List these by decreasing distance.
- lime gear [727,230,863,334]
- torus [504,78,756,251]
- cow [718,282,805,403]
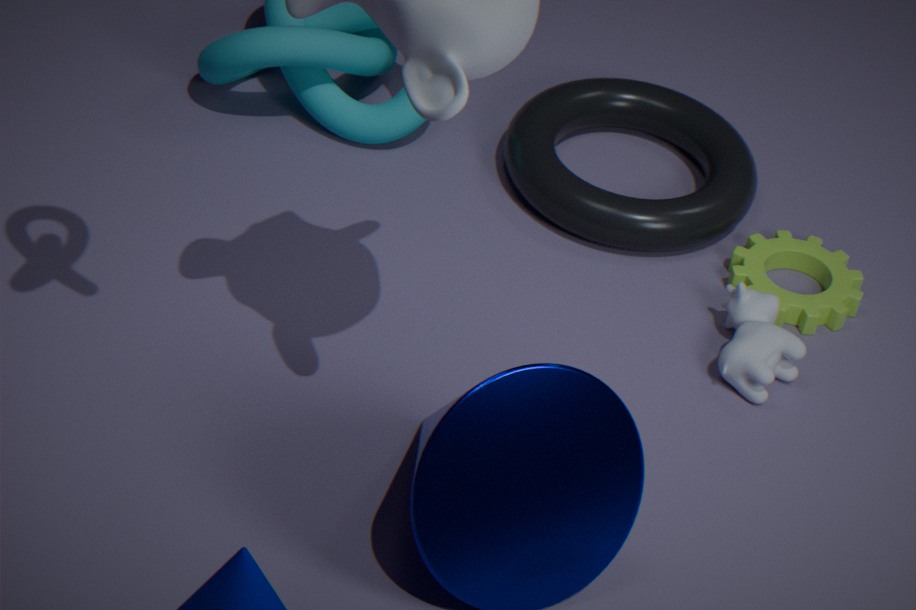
1. torus [504,78,756,251]
2. lime gear [727,230,863,334]
3. cow [718,282,805,403]
